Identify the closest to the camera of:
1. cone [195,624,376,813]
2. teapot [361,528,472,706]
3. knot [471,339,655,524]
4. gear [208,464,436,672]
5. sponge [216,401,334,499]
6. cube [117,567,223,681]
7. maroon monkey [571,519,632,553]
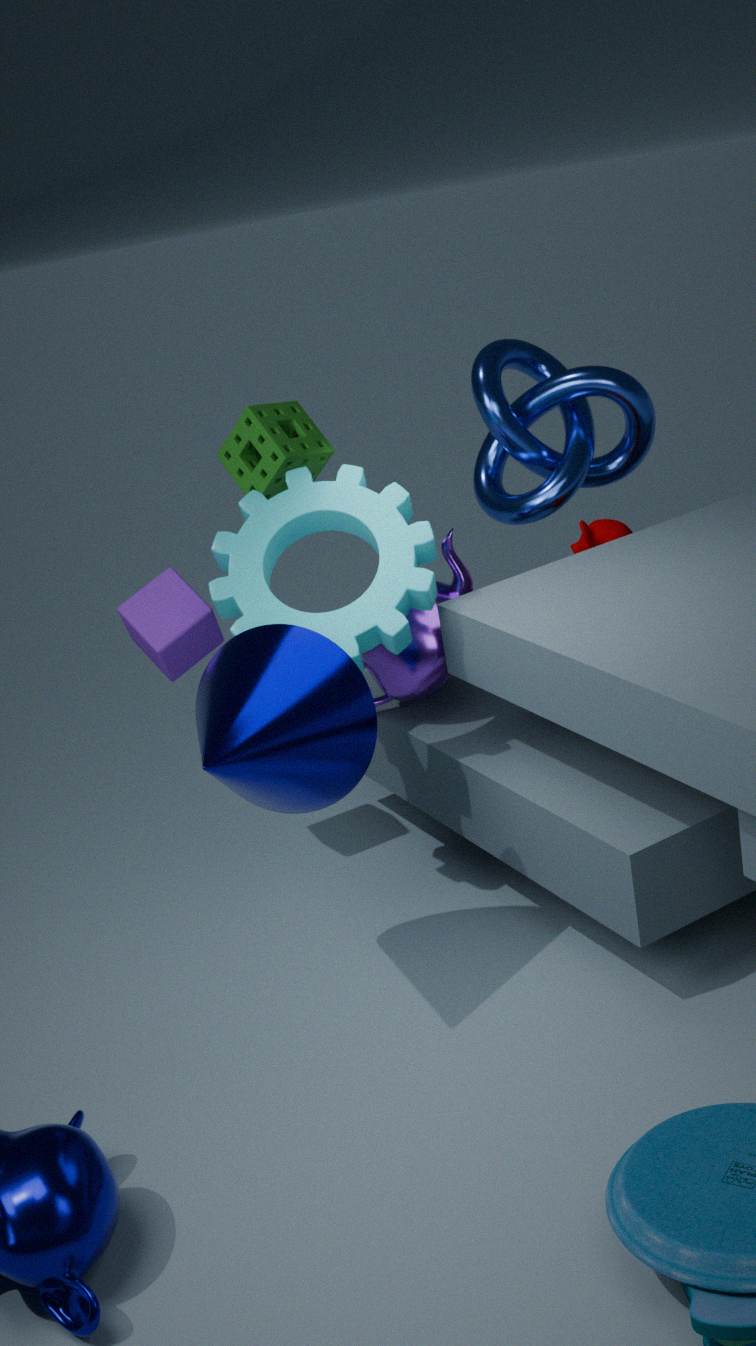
cone [195,624,376,813]
